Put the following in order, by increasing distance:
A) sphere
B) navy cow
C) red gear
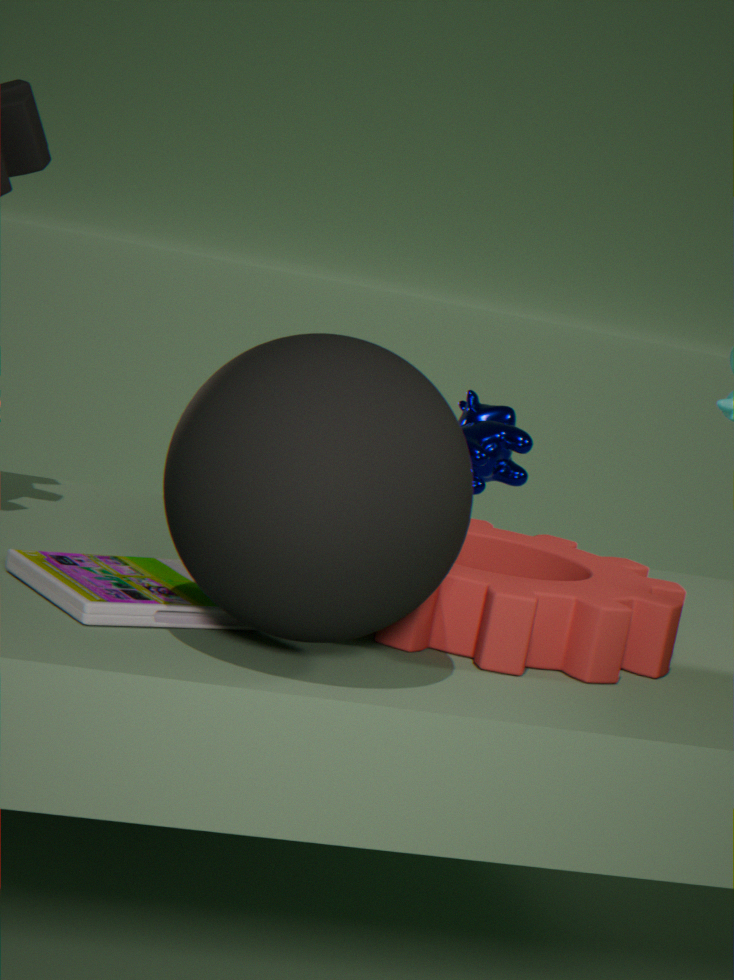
sphere < red gear < navy cow
